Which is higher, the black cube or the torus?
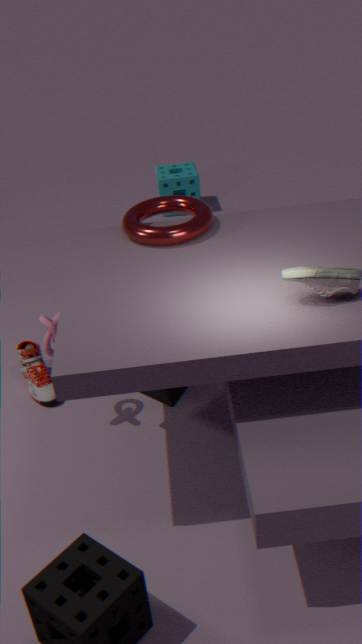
the torus
